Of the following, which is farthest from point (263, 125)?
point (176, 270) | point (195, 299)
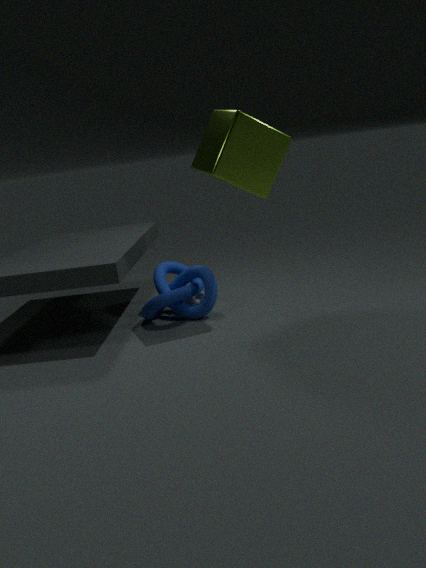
point (195, 299)
